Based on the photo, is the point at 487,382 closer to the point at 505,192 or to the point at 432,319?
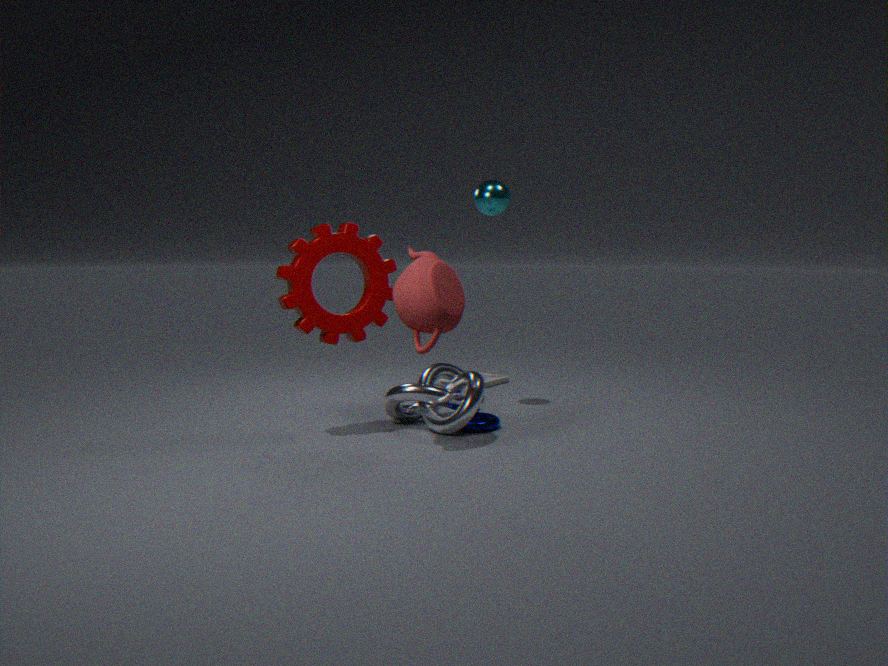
the point at 505,192
